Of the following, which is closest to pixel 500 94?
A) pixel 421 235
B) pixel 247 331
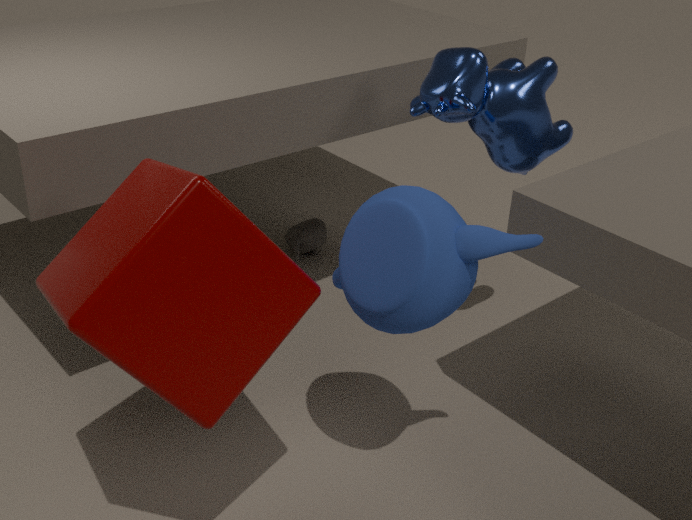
pixel 421 235
